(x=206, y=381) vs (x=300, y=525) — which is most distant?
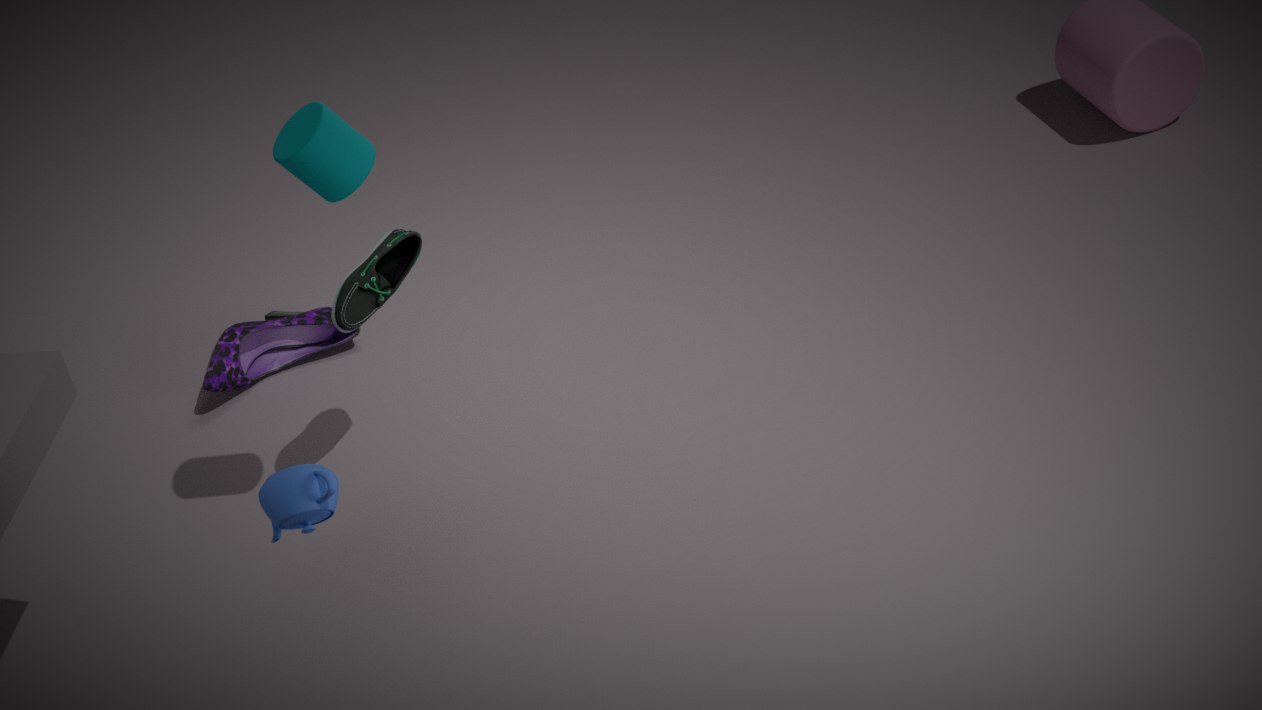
(x=206, y=381)
